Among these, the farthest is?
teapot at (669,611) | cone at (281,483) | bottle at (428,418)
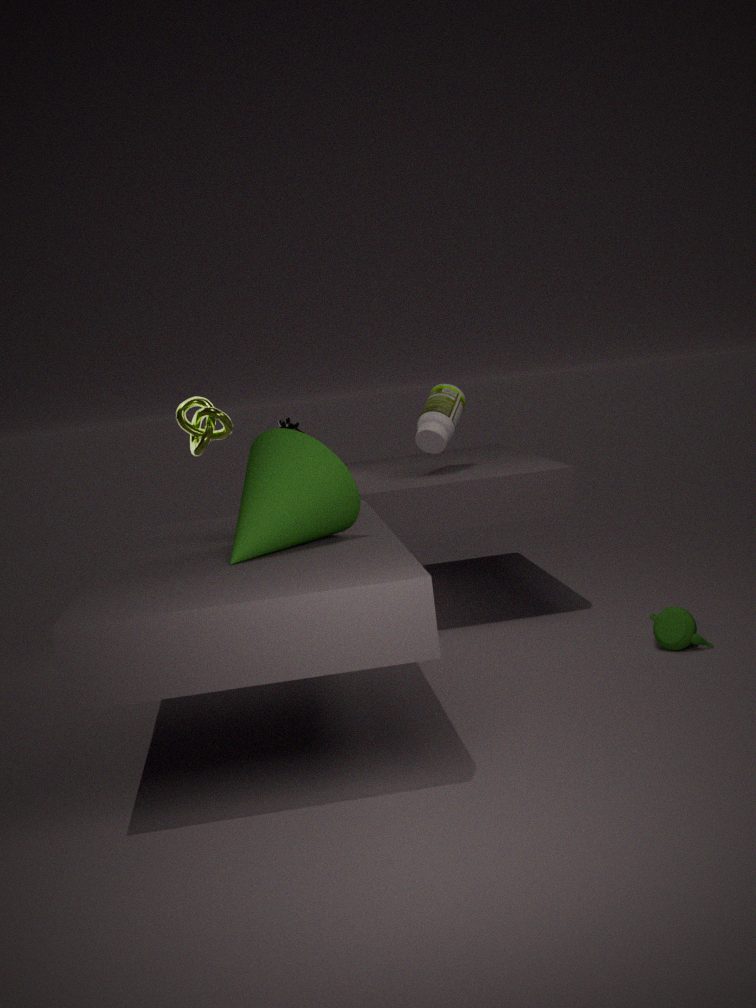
bottle at (428,418)
